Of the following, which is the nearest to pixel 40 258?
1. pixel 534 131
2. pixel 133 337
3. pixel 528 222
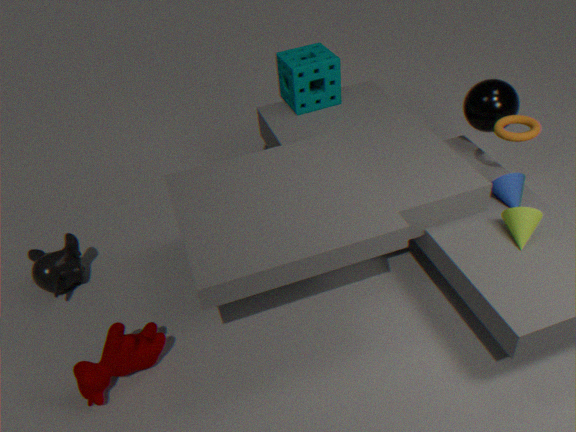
pixel 133 337
